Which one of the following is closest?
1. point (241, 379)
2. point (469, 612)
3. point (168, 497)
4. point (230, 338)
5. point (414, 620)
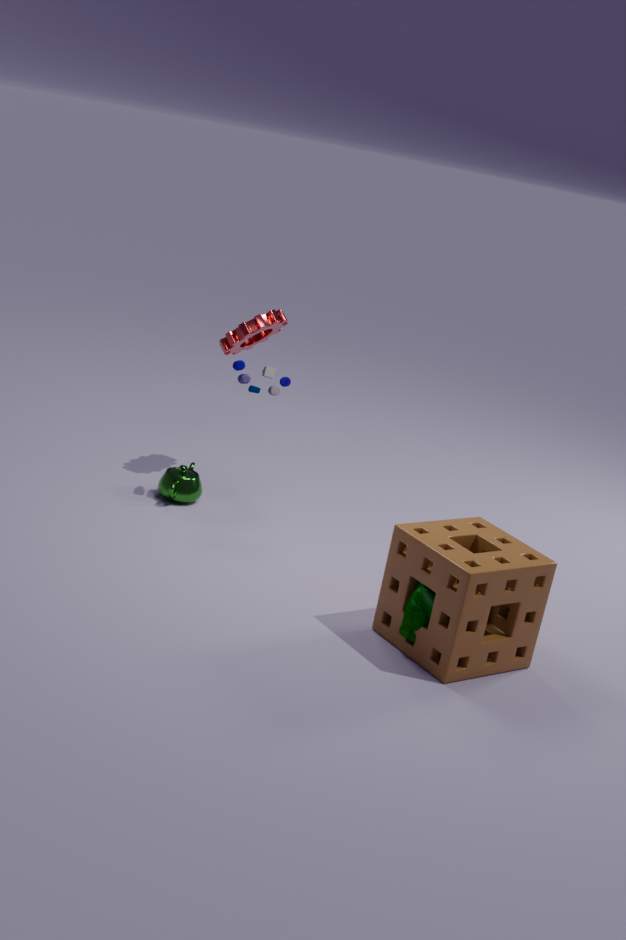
point (469, 612)
